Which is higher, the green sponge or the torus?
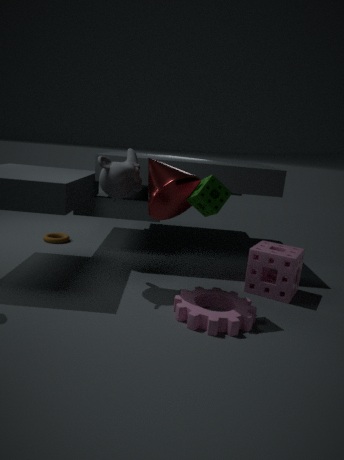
the green sponge
